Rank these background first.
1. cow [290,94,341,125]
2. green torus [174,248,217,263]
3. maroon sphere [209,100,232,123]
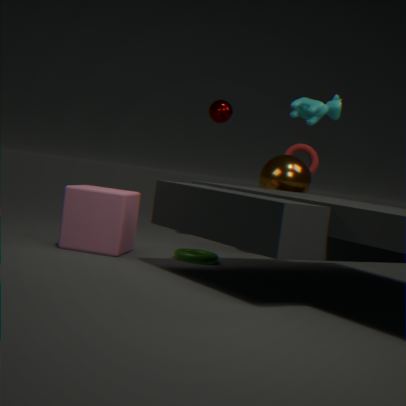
maroon sphere [209,100,232,123]
green torus [174,248,217,263]
cow [290,94,341,125]
